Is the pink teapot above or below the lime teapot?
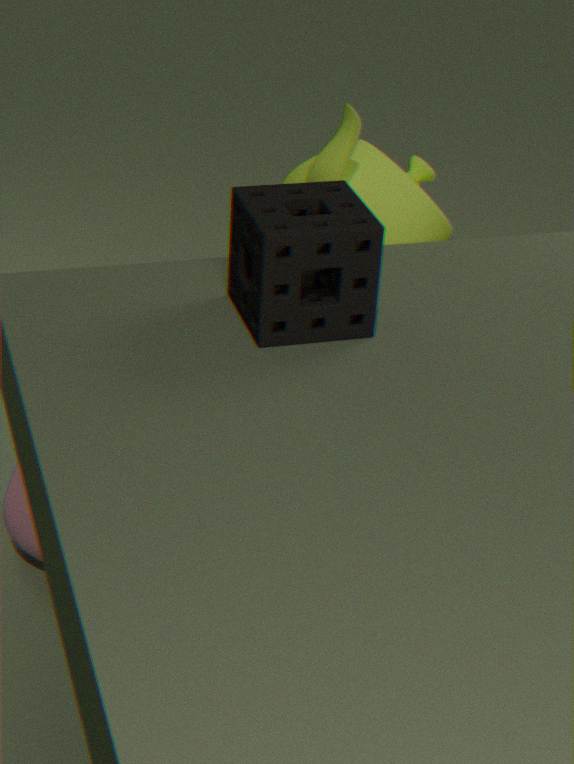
below
